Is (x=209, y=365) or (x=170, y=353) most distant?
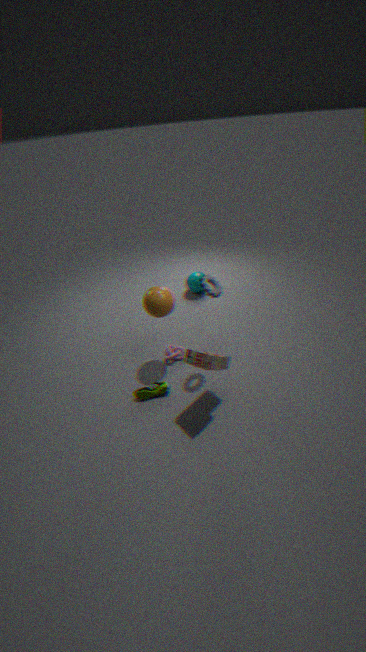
(x=170, y=353)
